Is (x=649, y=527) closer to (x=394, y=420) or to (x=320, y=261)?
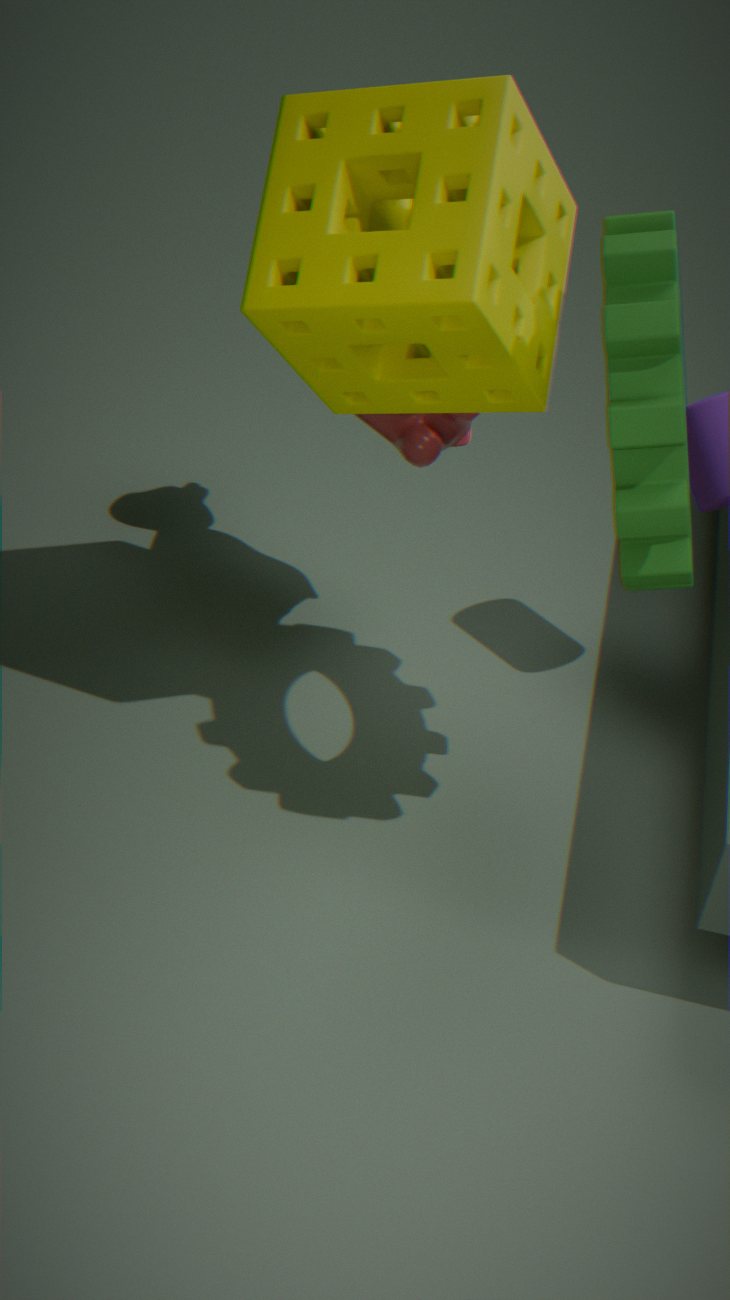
(x=320, y=261)
